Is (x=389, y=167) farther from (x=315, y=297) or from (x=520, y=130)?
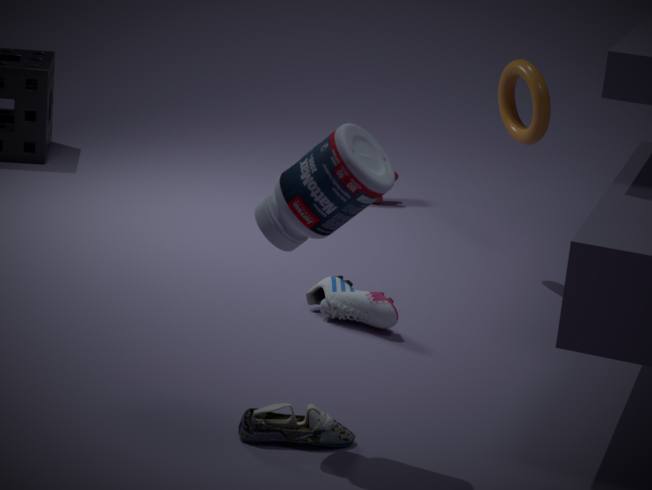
(x=520, y=130)
